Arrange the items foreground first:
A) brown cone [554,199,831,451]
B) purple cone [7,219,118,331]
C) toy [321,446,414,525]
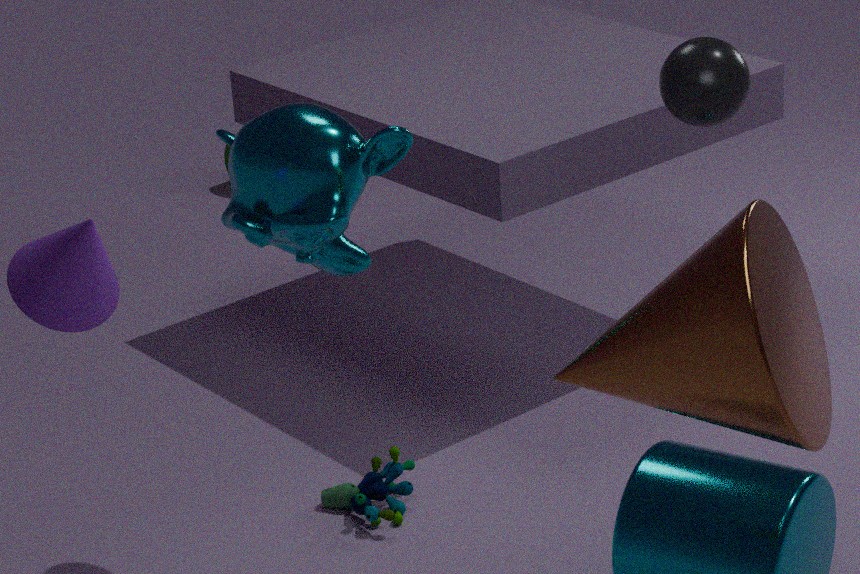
1. brown cone [554,199,831,451]
2. purple cone [7,219,118,331]
3. toy [321,446,414,525]
